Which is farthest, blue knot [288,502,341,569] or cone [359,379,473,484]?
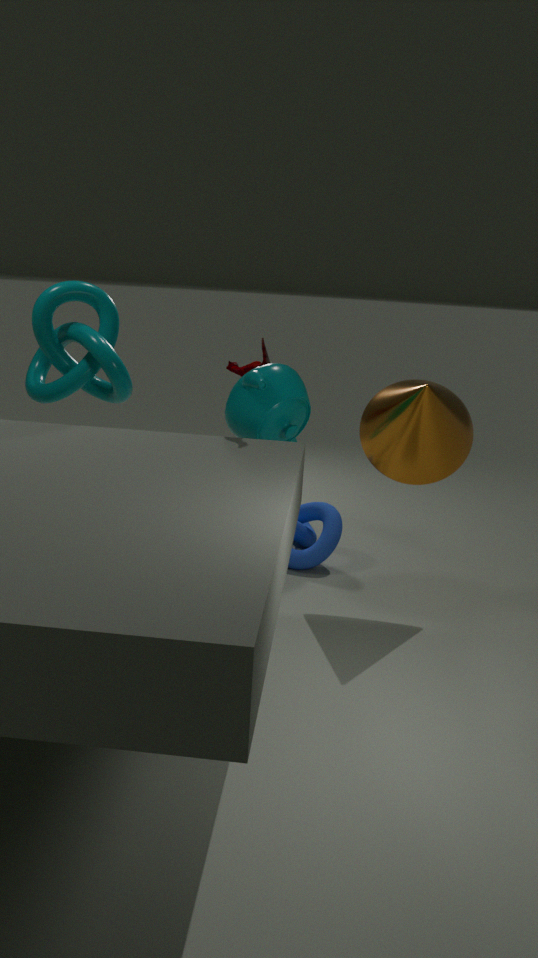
blue knot [288,502,341,569]
